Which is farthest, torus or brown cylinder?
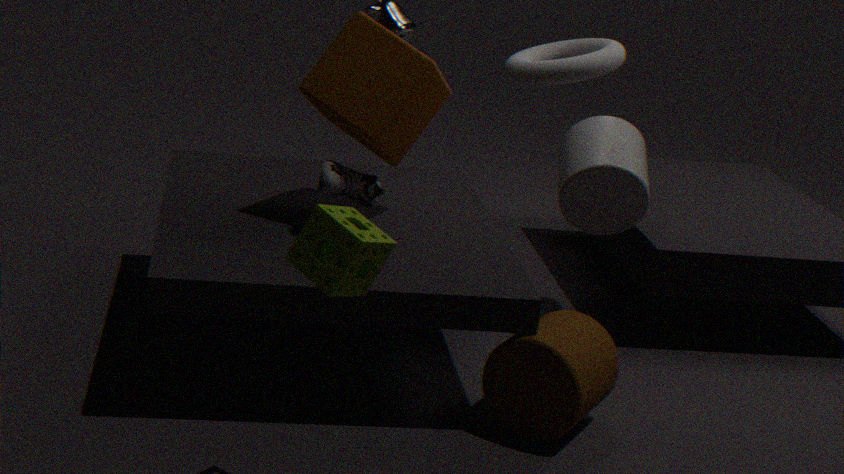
torus
